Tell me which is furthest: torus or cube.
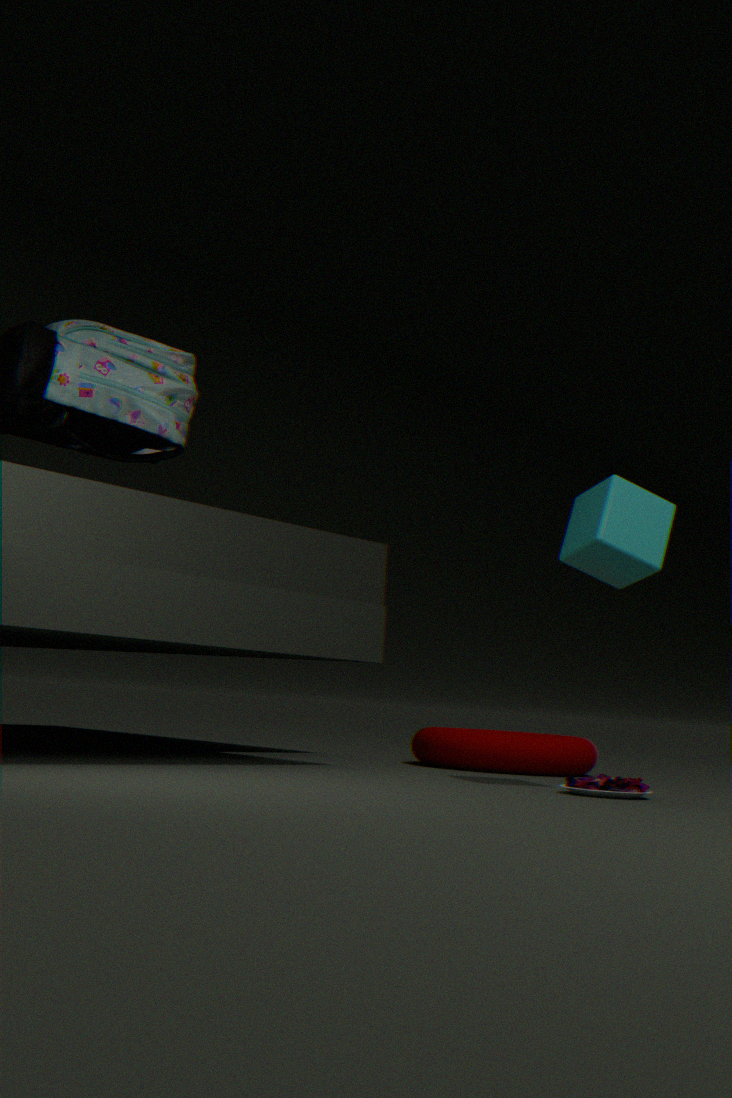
torus
